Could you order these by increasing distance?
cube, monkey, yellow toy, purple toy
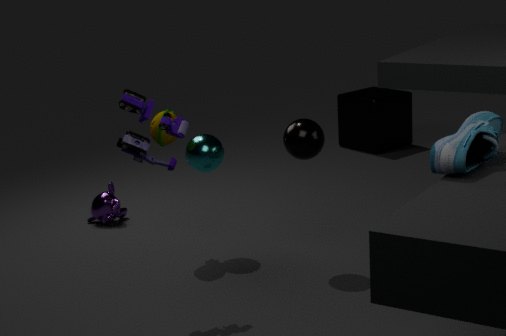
purple toy, yellow toy, monkey, cube
